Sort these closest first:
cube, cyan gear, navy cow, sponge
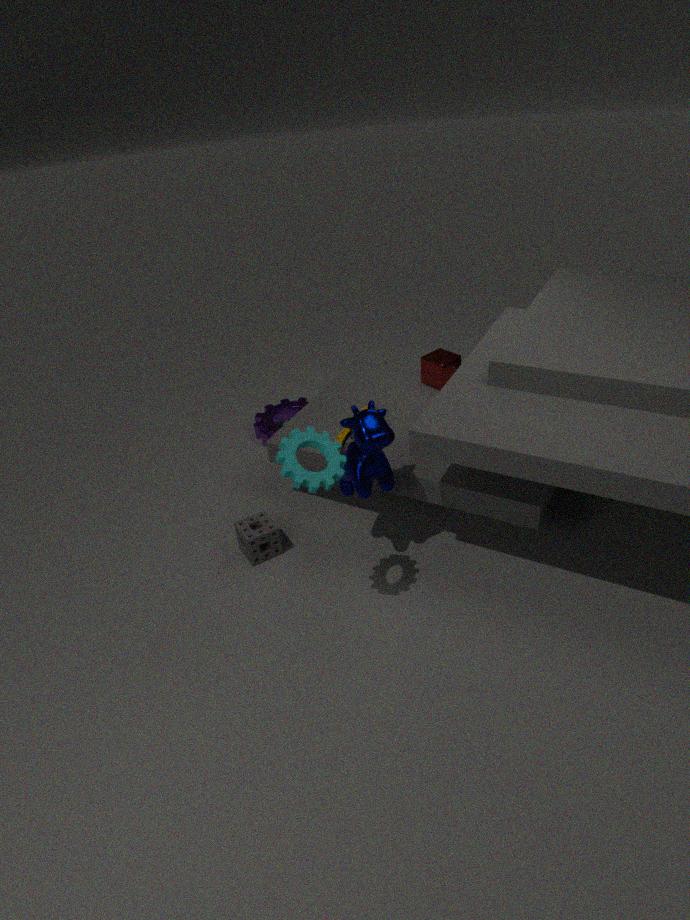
1. cyan gear
2. navy cow
3. sponge
4. cube
